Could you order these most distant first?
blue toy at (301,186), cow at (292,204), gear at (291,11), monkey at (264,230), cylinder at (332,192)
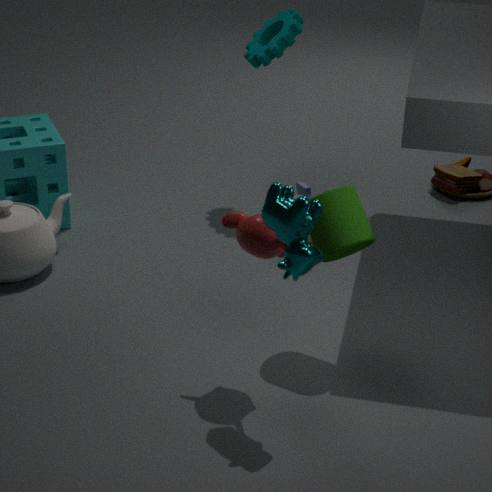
1. blue toy at (301,186)
2. gear at (291,11)
3. cylinder at (332,192)
4. monkey at (264,230)
5. cow at (292,204)
